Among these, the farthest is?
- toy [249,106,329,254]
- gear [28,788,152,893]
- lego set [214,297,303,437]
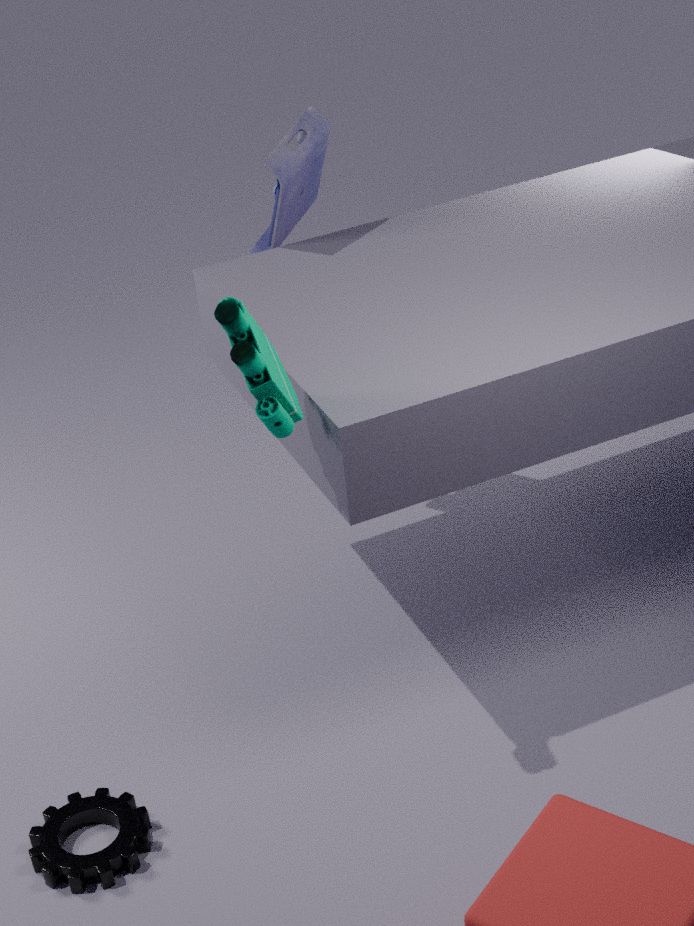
toy [249,106,329,254]
